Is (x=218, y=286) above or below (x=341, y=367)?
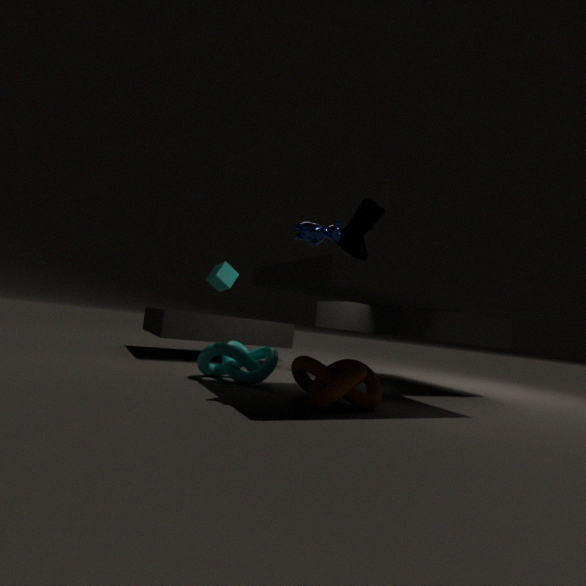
above
